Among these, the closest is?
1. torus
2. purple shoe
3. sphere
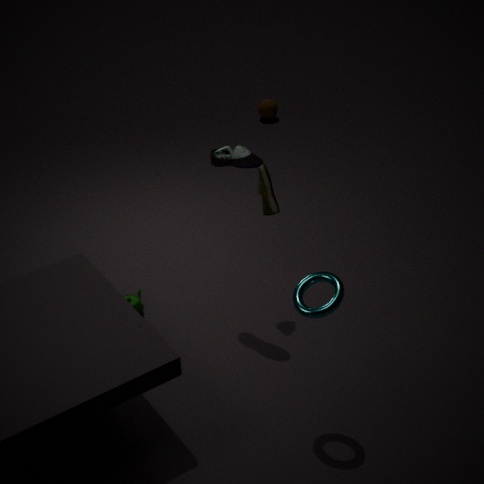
torus
